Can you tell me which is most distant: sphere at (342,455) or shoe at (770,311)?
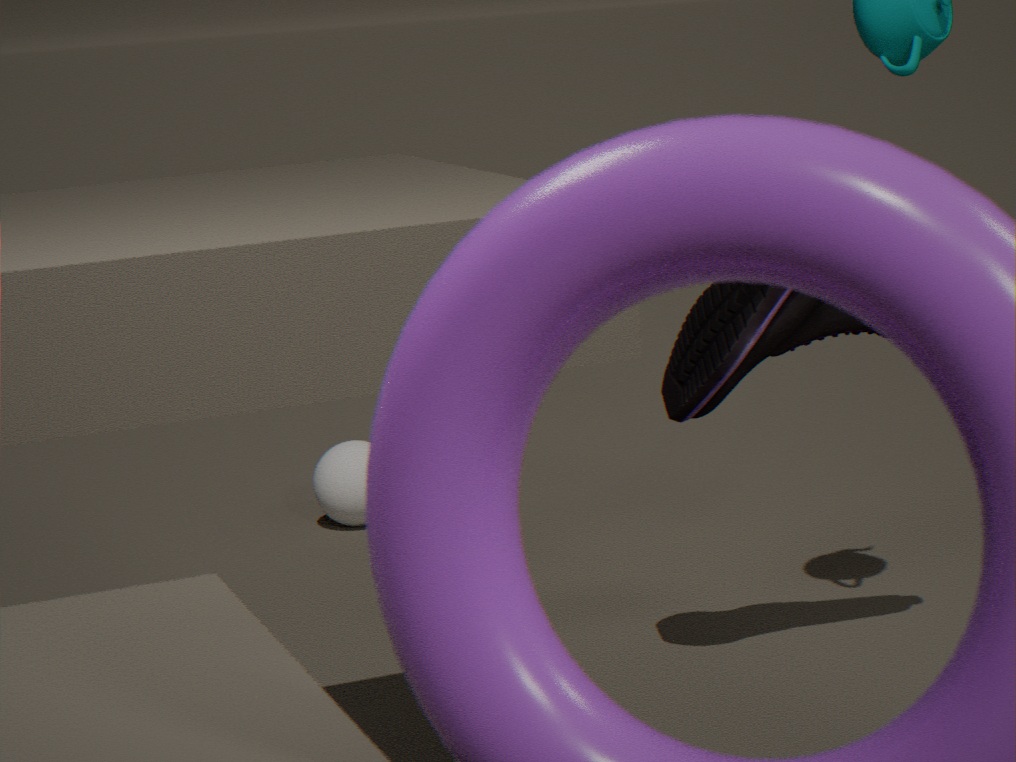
sphere at (342,455)
